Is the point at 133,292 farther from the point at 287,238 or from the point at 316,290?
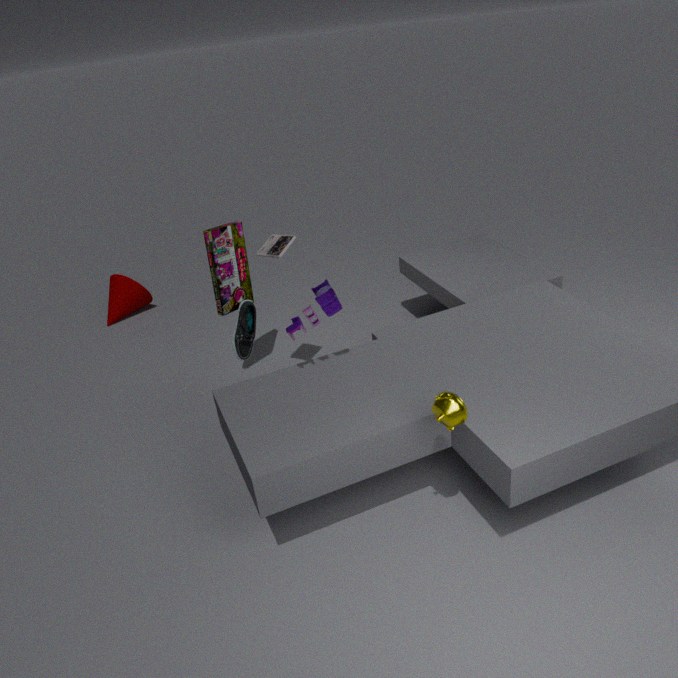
the point at 316,290
